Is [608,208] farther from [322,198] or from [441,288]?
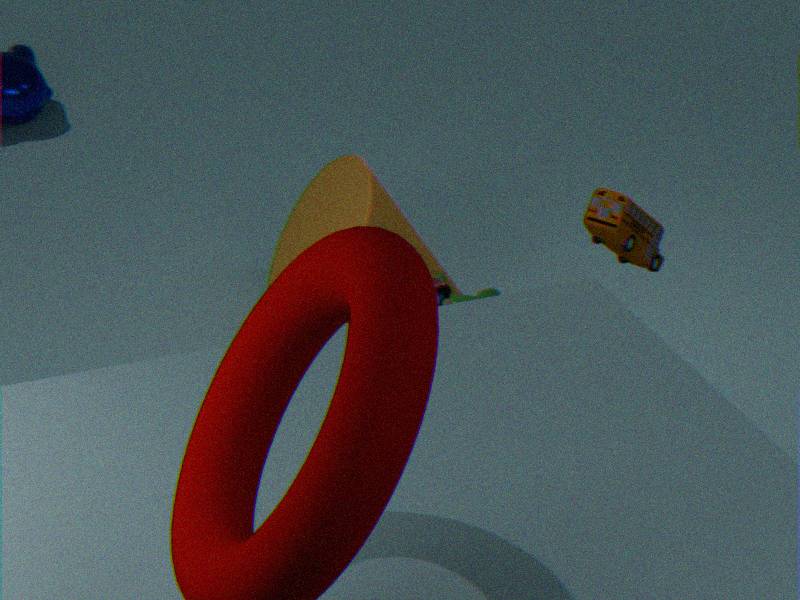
[322,198]
